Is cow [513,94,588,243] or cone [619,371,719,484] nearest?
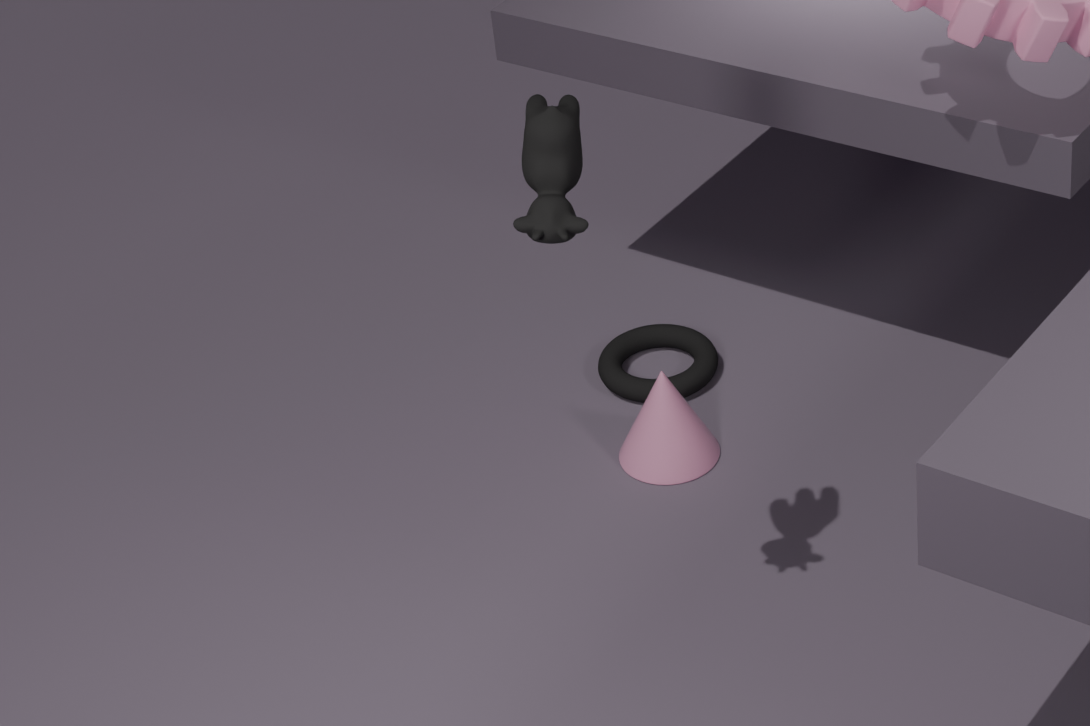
cow [513,94,588,243]
